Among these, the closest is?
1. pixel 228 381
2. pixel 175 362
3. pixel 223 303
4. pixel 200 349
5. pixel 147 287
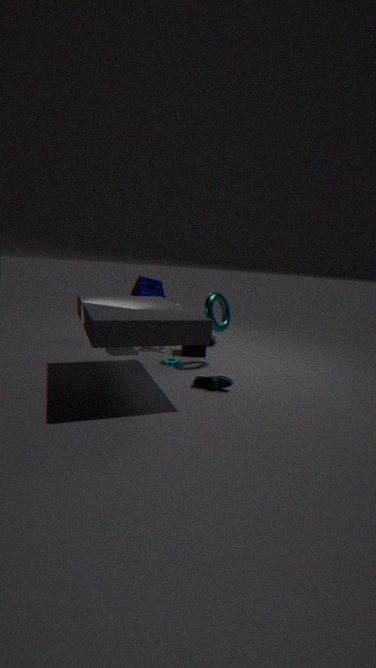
pixel 228 381
